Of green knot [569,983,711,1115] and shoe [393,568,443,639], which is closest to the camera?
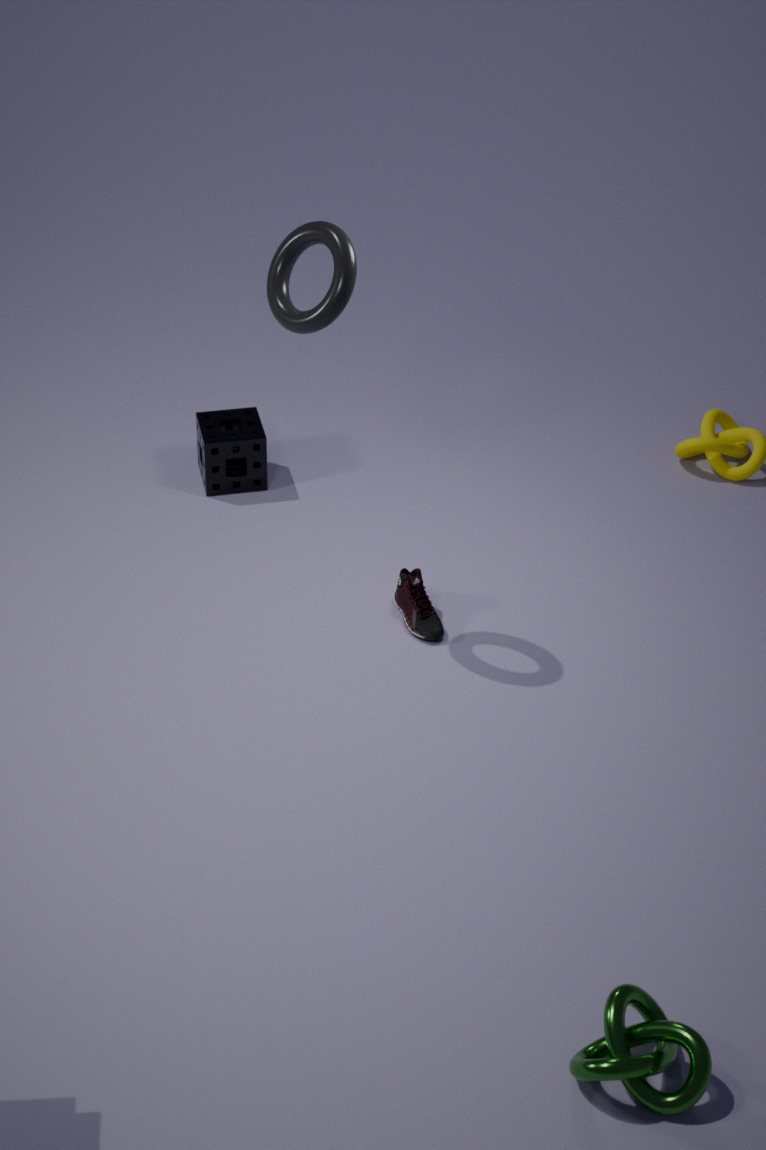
green knot [569,983,711,1115]
